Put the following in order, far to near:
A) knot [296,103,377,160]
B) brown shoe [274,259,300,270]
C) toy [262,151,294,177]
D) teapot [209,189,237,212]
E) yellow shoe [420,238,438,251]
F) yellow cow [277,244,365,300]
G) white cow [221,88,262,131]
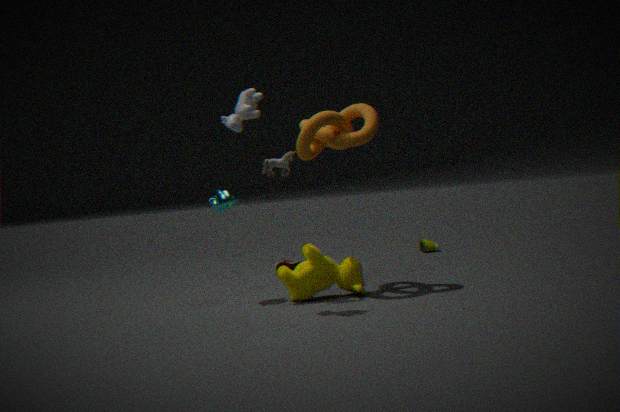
yellow shoe [420,238,438,251] → brown shoe [274,259,300,270] → teapot [209,189,237,212] → yellow cow [277,244,365,300] → toy [262,151,294,177] → knot [296,103,377,160] → white cow [221,88,262,131]
